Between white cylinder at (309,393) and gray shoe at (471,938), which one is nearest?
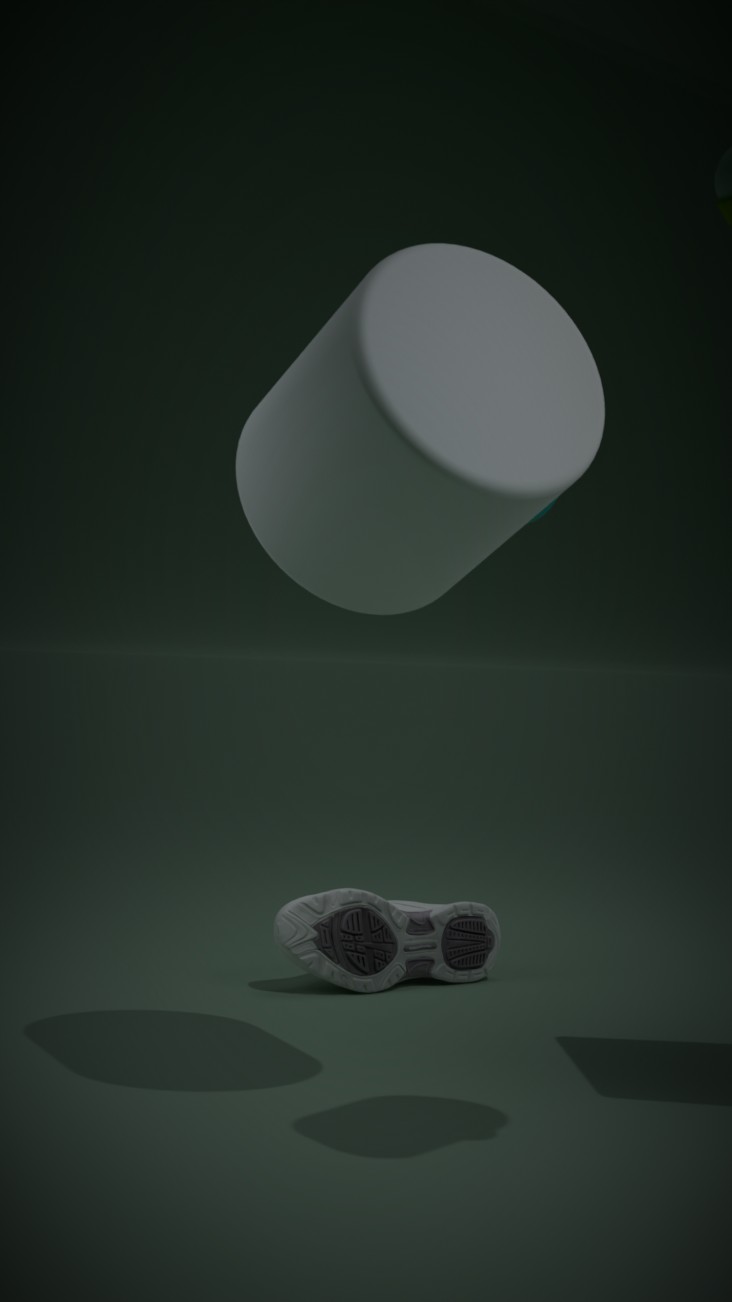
white cylinder at (309,393)
